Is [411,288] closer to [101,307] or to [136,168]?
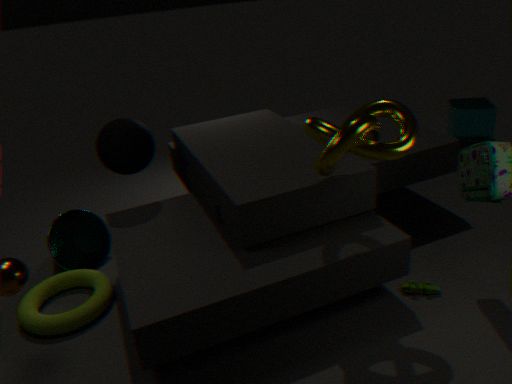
[136,168]
